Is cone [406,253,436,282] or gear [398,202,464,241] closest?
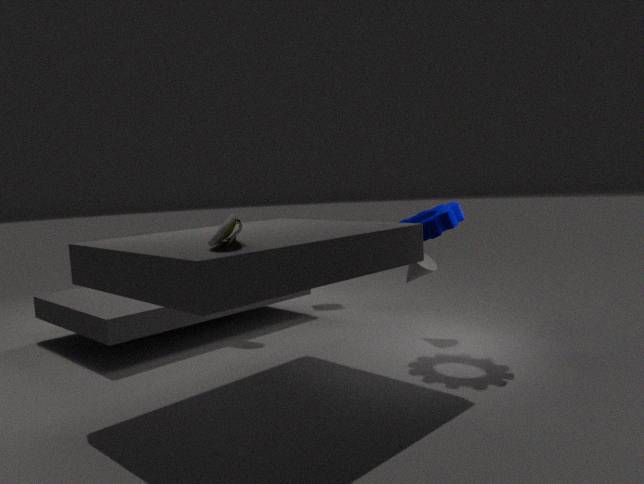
gear [398,202,464,241]
